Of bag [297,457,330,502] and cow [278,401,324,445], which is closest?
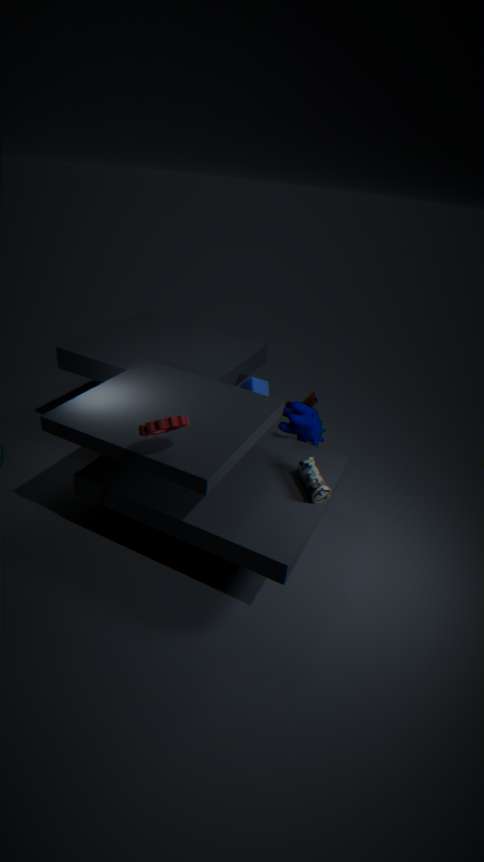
bag [297,457,330,502]
